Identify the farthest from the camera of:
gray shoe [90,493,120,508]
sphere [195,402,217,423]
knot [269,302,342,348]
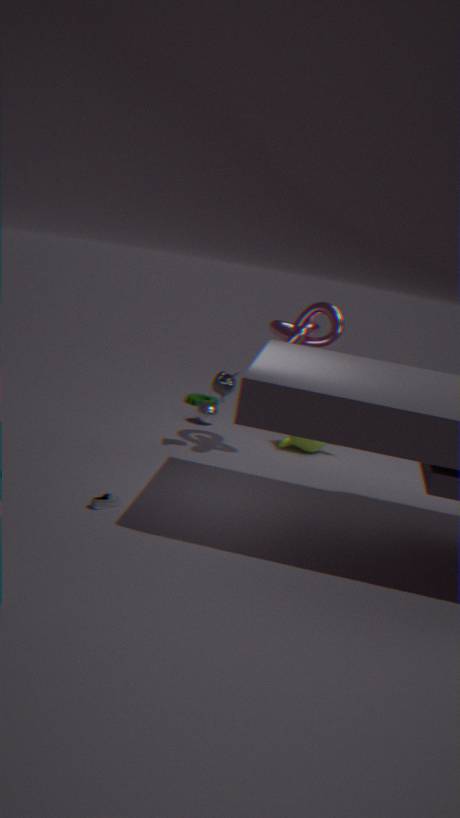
sphere [195,402,217,423]
